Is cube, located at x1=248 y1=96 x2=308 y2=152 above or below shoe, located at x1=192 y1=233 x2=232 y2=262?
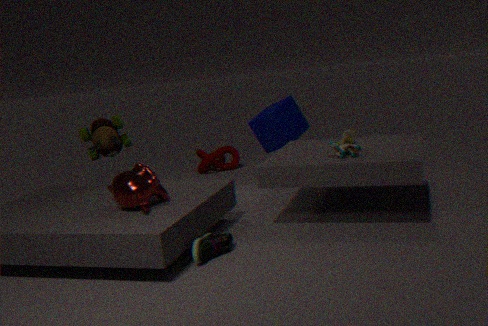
above
